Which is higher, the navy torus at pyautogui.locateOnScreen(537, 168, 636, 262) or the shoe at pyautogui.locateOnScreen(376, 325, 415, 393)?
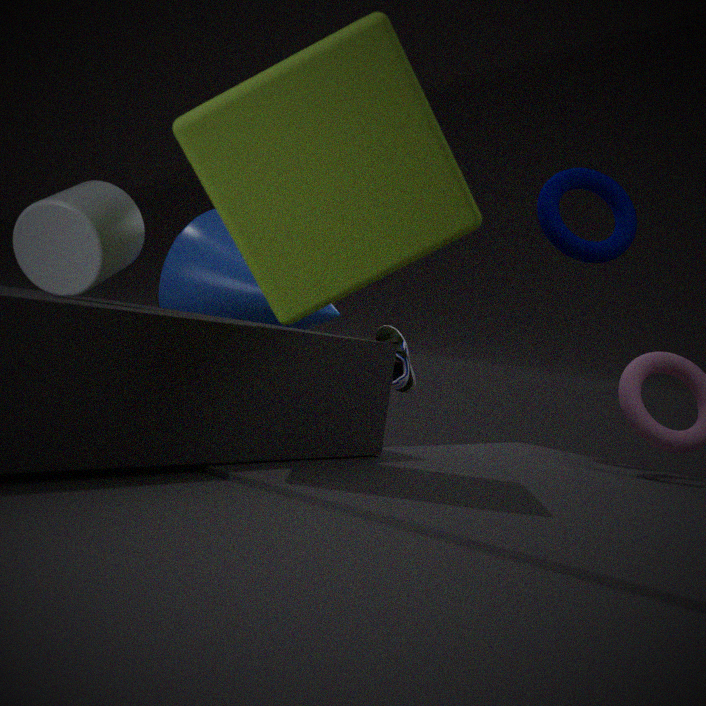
the navy torus at pyautogui.locateOnScreen(537, 168, 636, 262)
